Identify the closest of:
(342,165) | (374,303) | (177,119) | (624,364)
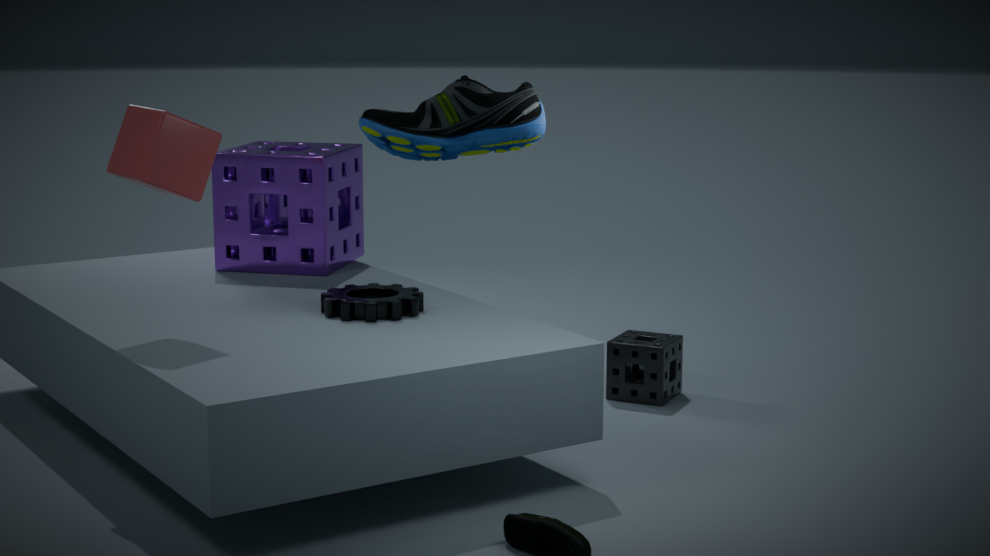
(177,119)
